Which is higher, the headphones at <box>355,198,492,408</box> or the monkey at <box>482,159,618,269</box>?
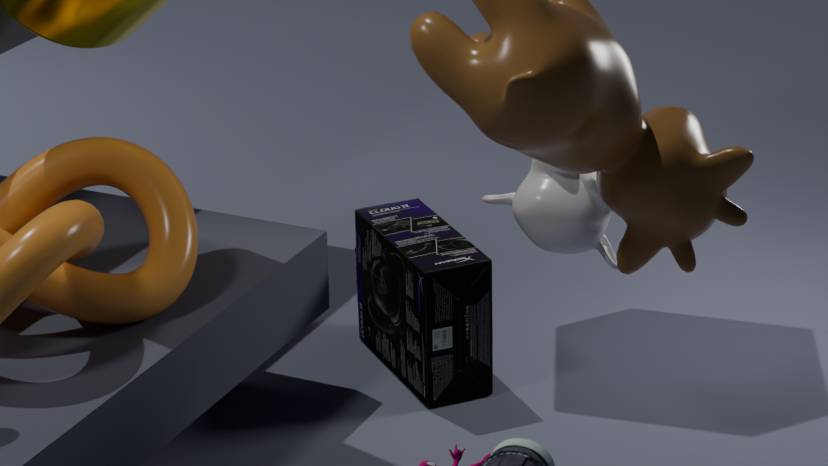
the monkey at <box>482,159,618,269</box>
